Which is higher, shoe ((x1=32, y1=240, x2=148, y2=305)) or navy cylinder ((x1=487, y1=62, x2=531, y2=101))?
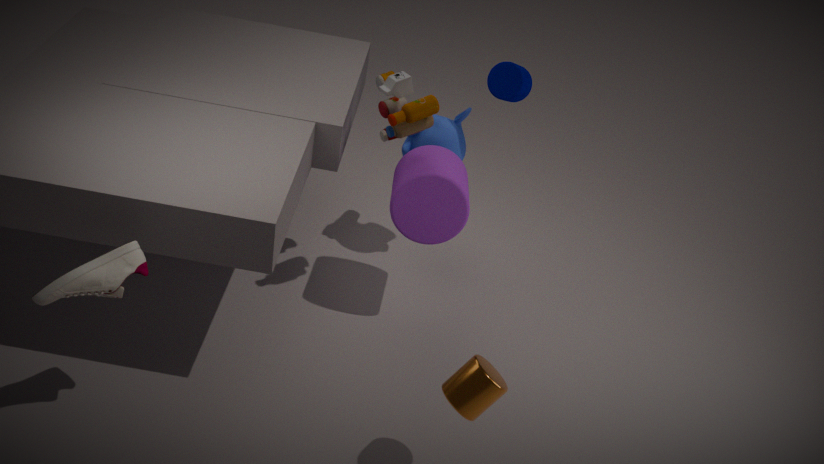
navy cylinder ((x1=487, y1=62, x2=531, y2=101))
